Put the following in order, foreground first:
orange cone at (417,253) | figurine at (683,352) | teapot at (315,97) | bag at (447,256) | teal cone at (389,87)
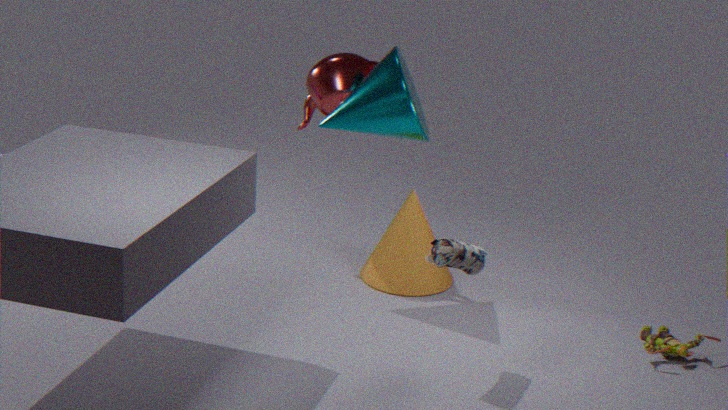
bag at (447,256)
figurine at (683,352)
teal cone at (389,87)
teapot at (315,97)
orange cone at (417,253)
